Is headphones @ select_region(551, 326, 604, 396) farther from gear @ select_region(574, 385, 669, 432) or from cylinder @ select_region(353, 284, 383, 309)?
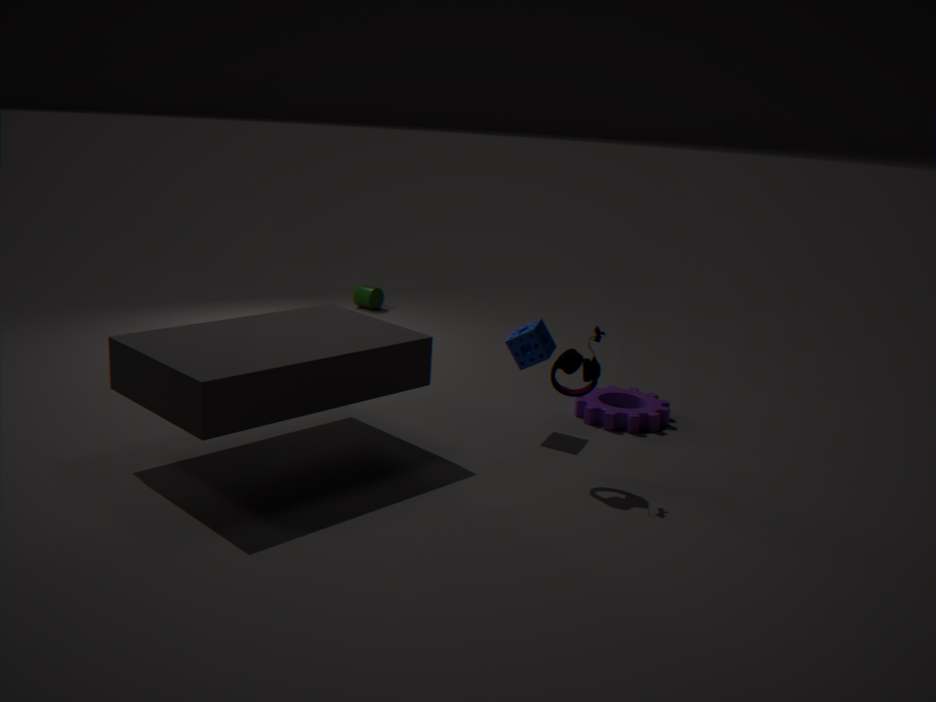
cylinder @ select_region(353, 284, 383, 309)
